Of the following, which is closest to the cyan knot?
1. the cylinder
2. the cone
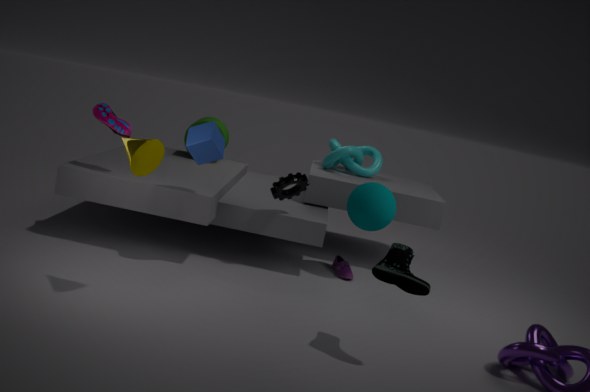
the cylinder
